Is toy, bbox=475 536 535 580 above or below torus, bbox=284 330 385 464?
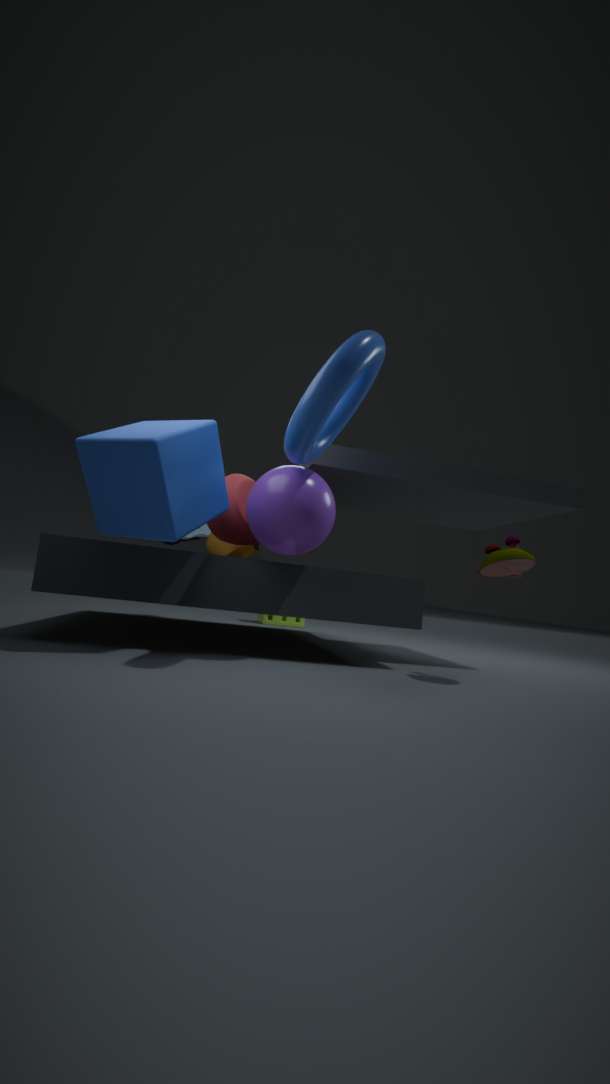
below
